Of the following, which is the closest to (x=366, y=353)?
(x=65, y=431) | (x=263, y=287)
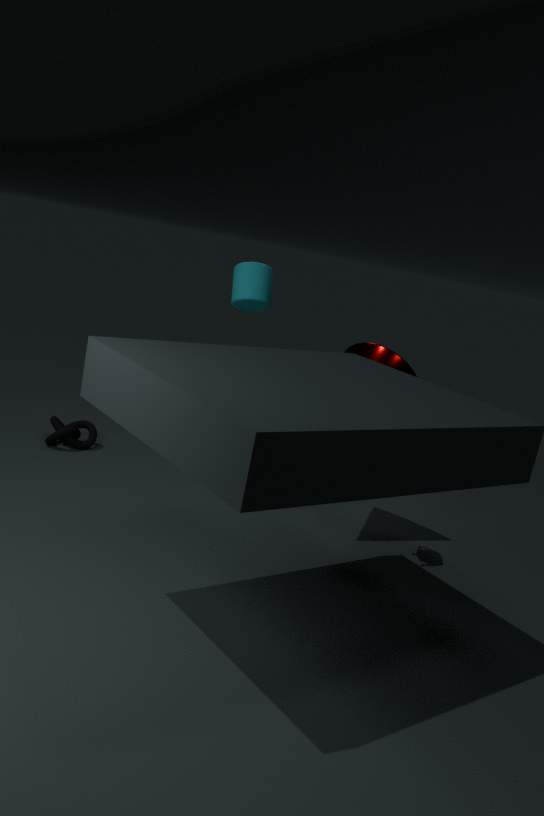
(x=263, y=287)
